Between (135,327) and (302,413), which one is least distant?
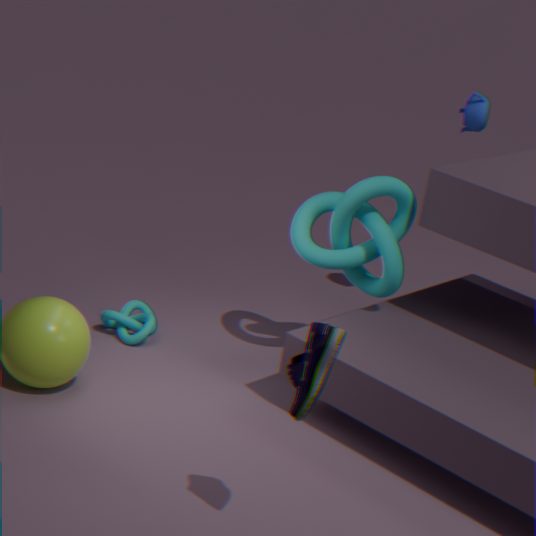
(302,413)
